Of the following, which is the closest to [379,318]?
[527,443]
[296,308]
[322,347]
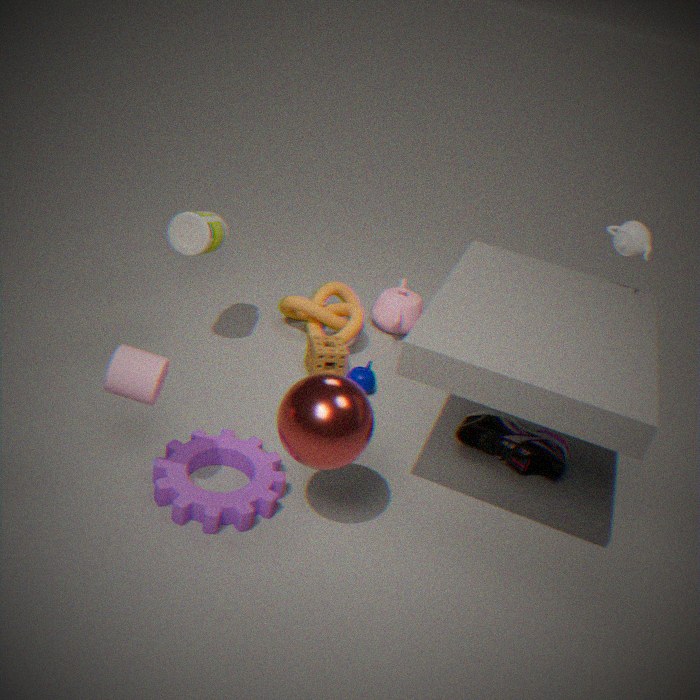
[296,308]
